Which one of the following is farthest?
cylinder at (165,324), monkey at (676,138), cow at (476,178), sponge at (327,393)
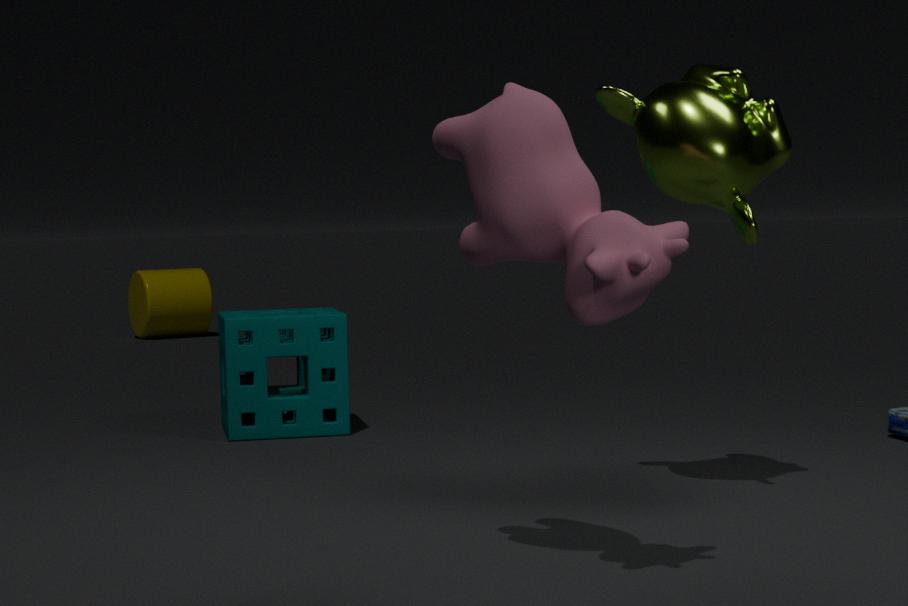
cylinder at (165,324)
